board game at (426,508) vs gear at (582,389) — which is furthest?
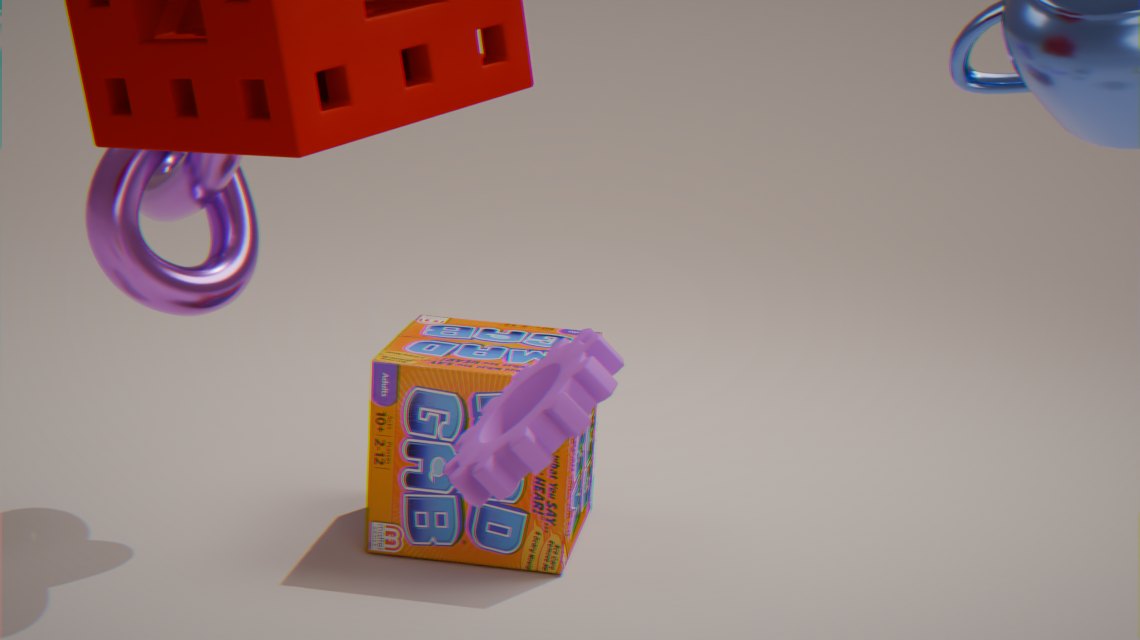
board game at (426,508)
